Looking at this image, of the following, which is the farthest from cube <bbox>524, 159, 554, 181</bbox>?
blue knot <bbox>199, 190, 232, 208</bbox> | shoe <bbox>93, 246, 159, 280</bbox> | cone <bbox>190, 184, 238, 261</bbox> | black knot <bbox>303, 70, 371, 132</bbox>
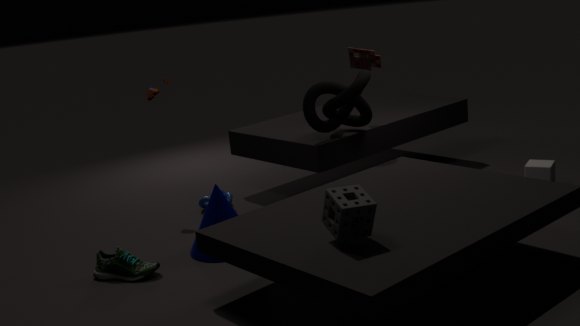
shoe <bbox>93, 246, 159, 280</bbox>
